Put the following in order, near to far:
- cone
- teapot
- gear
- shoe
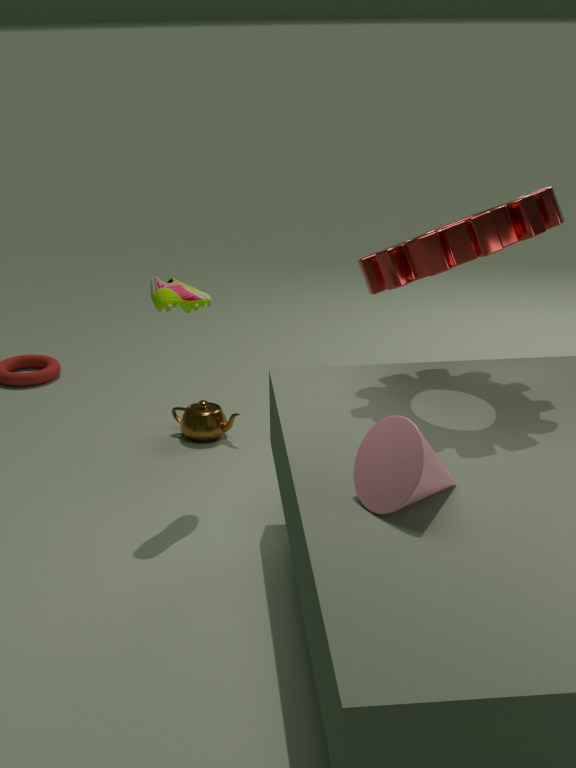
cone → gear → shoe → teapot
